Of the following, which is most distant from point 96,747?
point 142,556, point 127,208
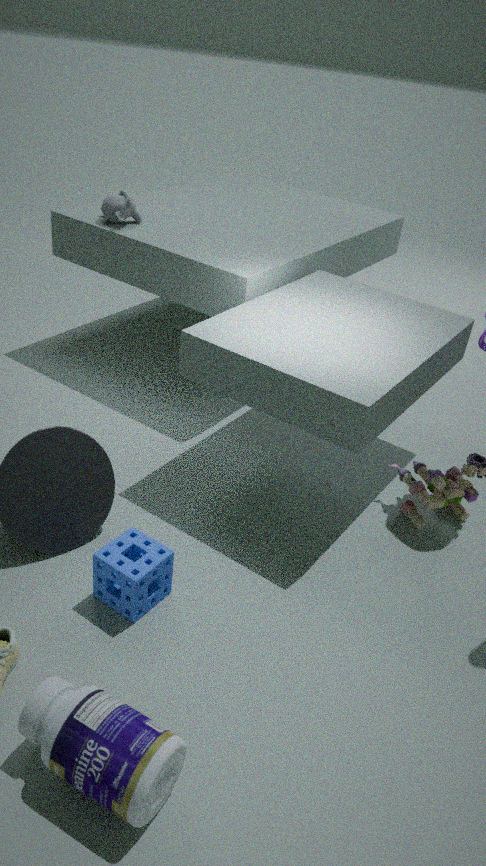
point 127,208
